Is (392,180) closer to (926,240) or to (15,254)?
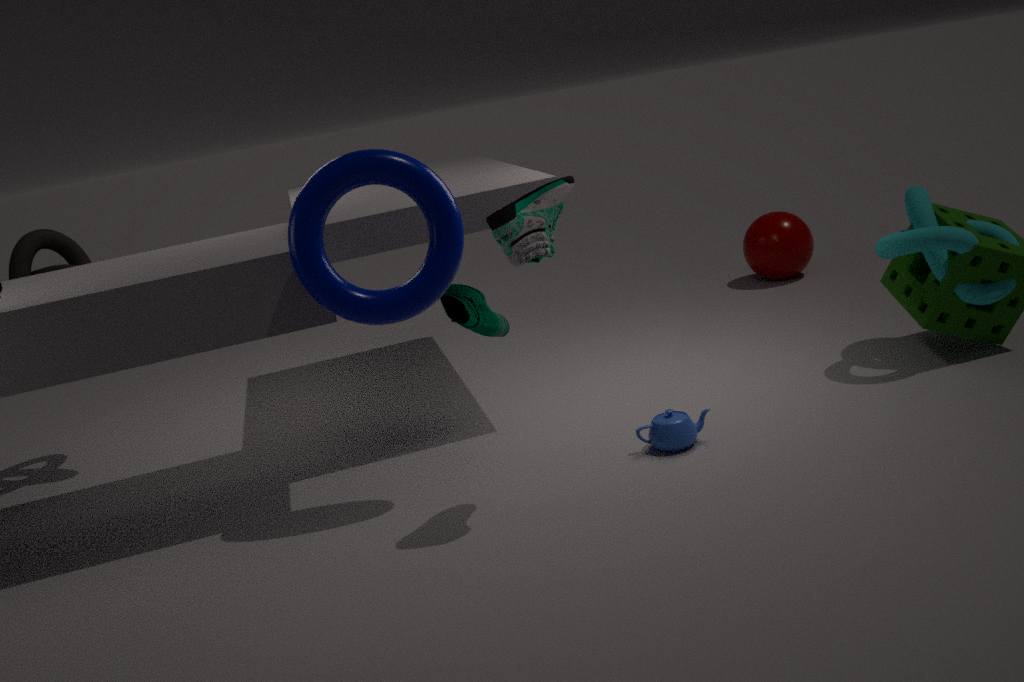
(15,254)
